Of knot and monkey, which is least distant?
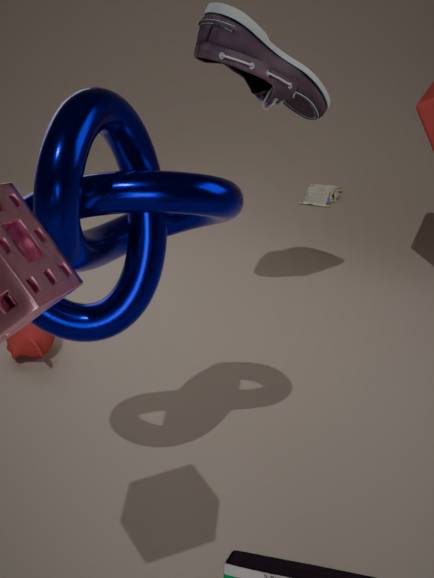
knot
